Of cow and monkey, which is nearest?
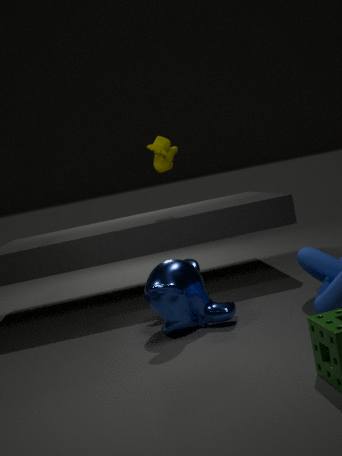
monkey
